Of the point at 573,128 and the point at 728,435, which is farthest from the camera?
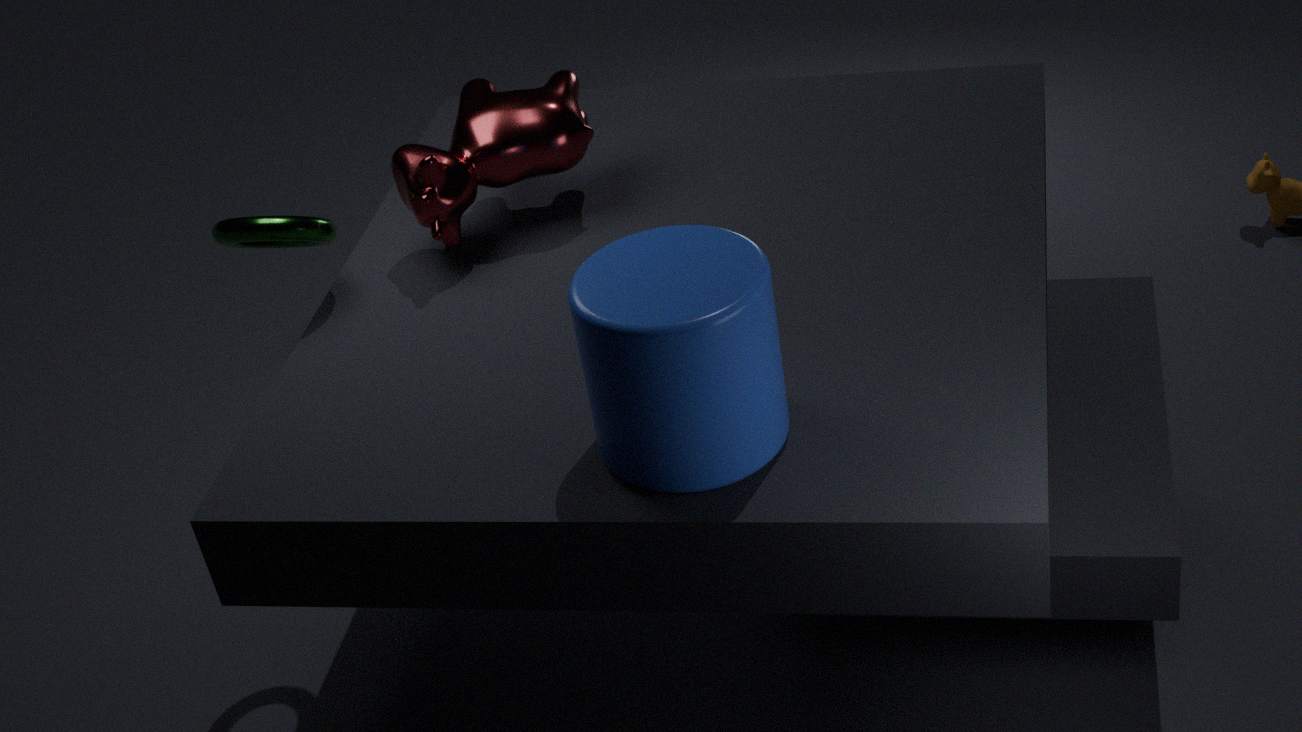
the point at 573,128
